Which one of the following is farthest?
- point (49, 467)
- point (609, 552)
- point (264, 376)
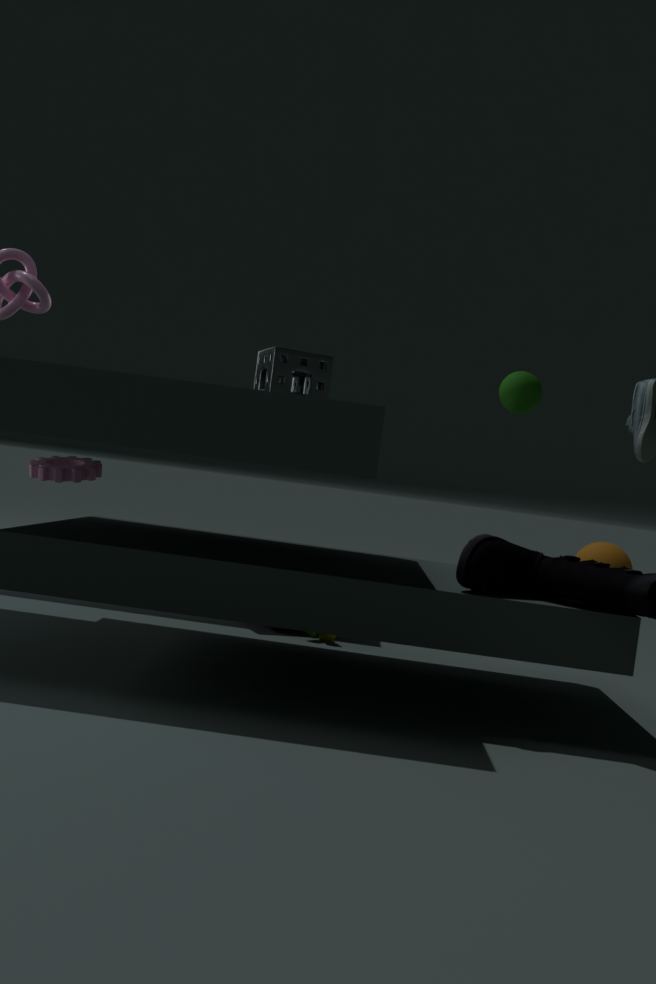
point (609, 552)
